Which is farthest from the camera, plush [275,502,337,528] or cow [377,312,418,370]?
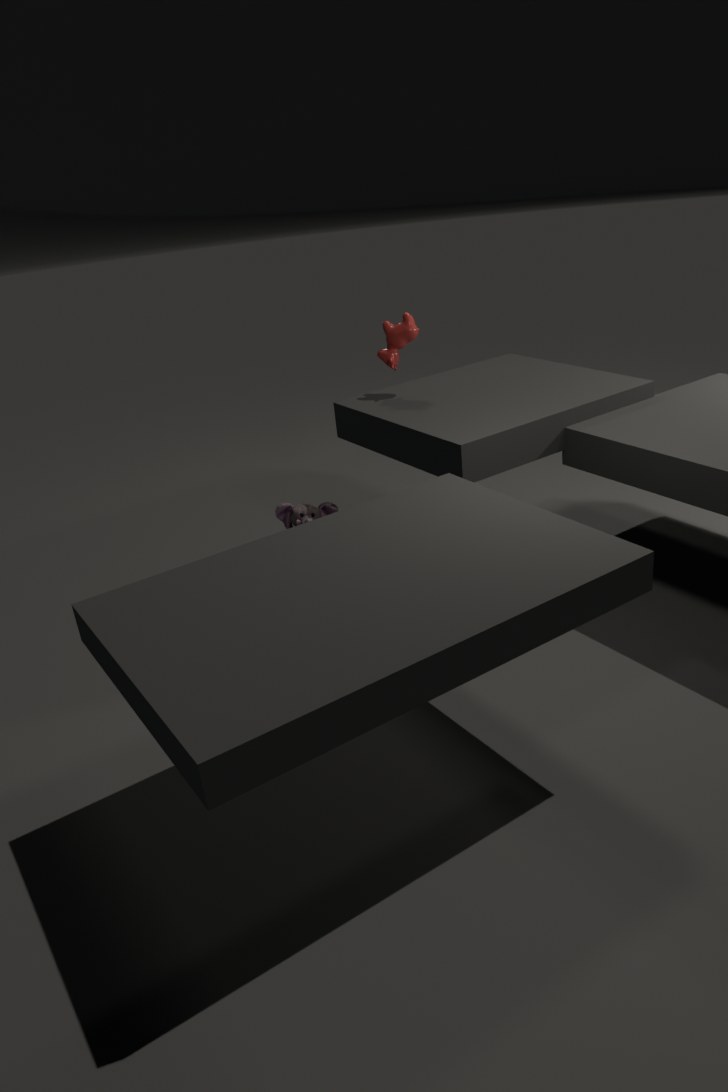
plush [275,502,337,528]
